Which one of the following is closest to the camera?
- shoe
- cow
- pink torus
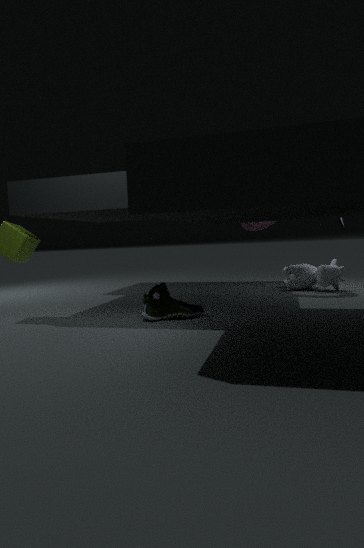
shoe
